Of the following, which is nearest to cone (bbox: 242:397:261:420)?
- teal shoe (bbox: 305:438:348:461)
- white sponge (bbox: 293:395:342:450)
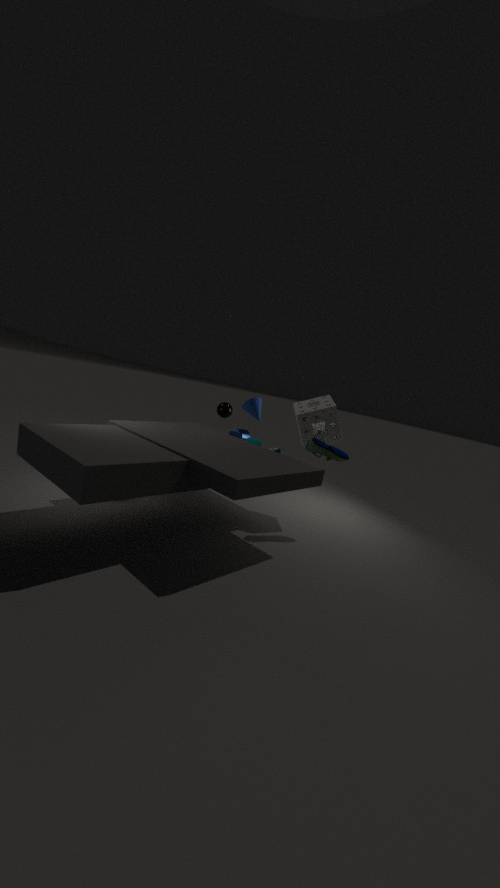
white sponge (bbox: 293:395:342:450)
